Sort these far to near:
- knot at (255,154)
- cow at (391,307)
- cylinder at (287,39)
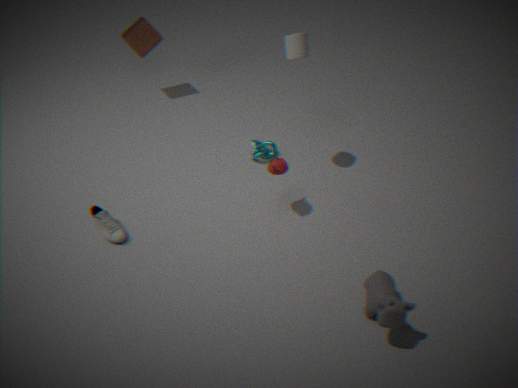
knot at (255,154) < cylinder at (287,39) < cow at (391,307)
